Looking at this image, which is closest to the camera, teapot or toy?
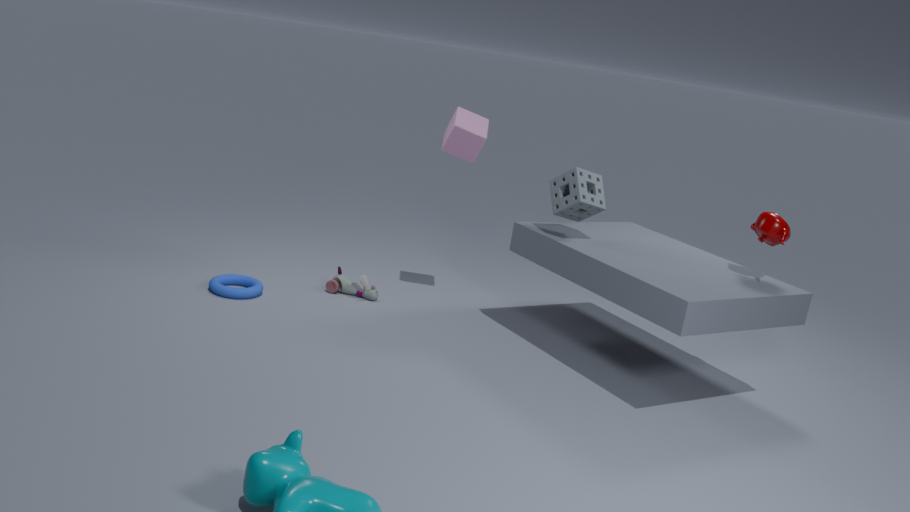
teapot
